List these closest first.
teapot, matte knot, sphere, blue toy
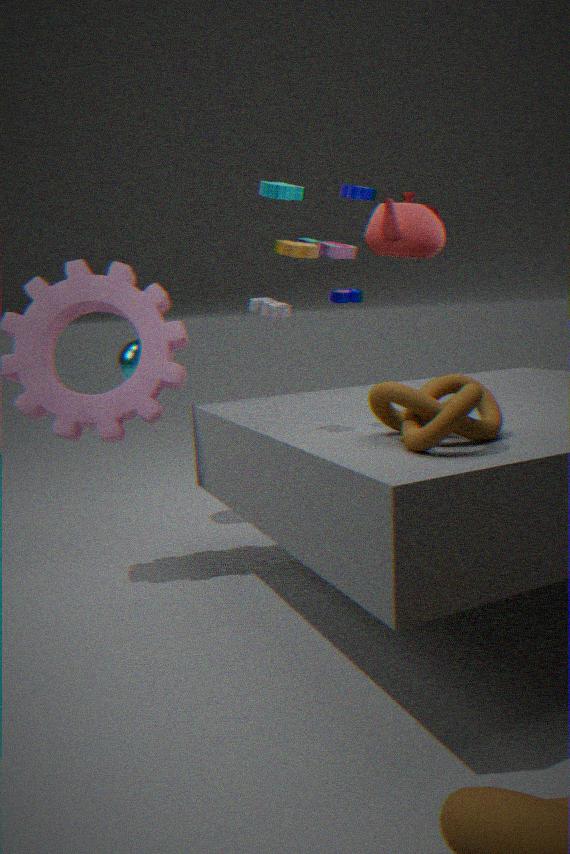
matte knot → blue toy → sphere → teapot
